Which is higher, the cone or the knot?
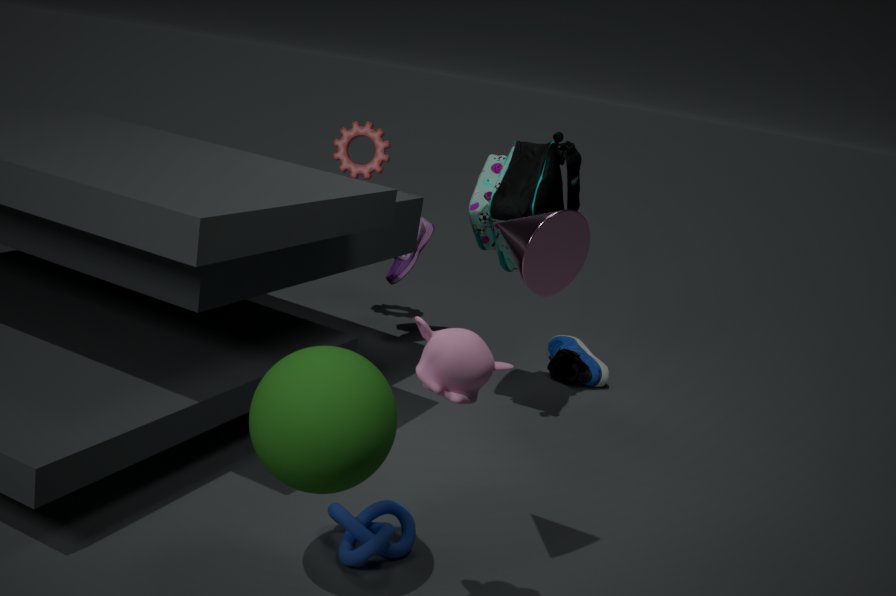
the cone
